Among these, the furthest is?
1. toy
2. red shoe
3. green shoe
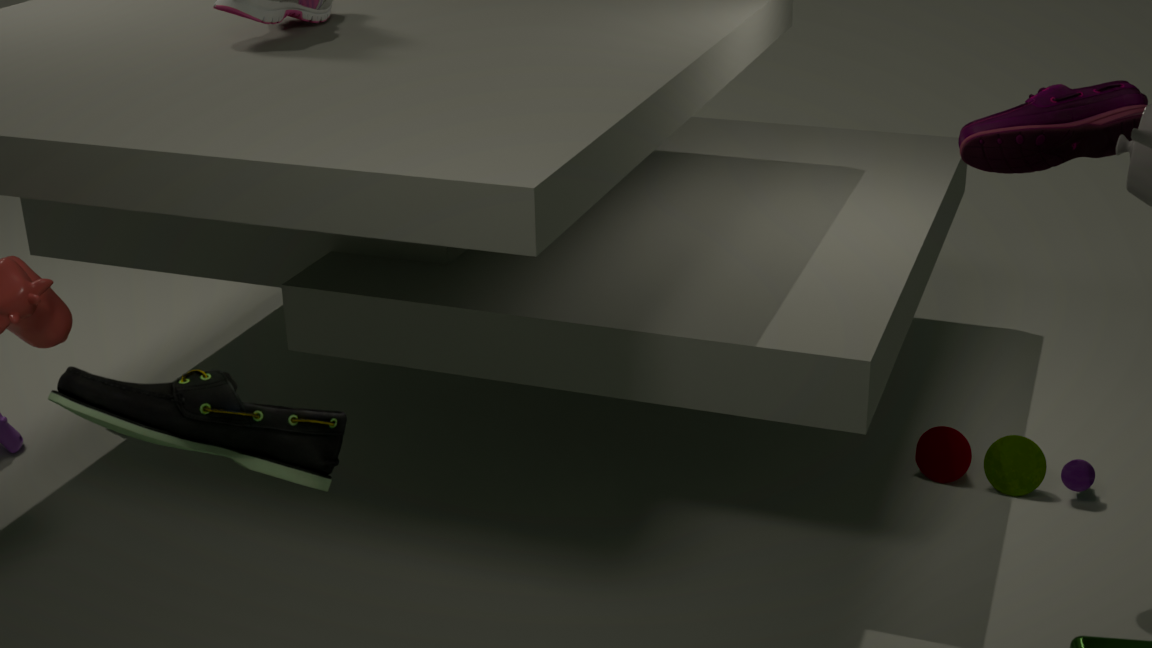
toy
